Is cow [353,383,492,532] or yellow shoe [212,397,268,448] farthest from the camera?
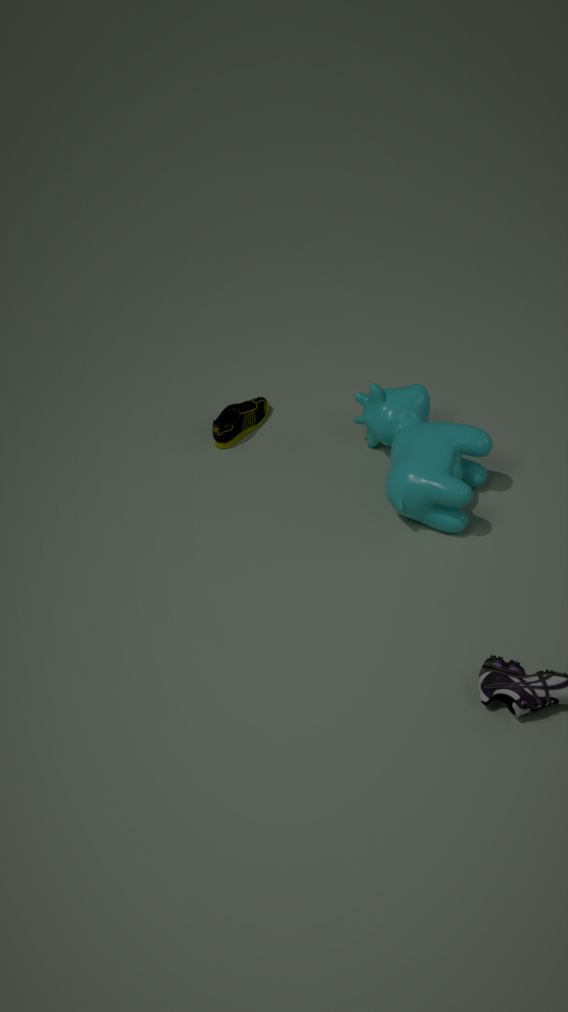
yellow shoe [212,397,268,448]
